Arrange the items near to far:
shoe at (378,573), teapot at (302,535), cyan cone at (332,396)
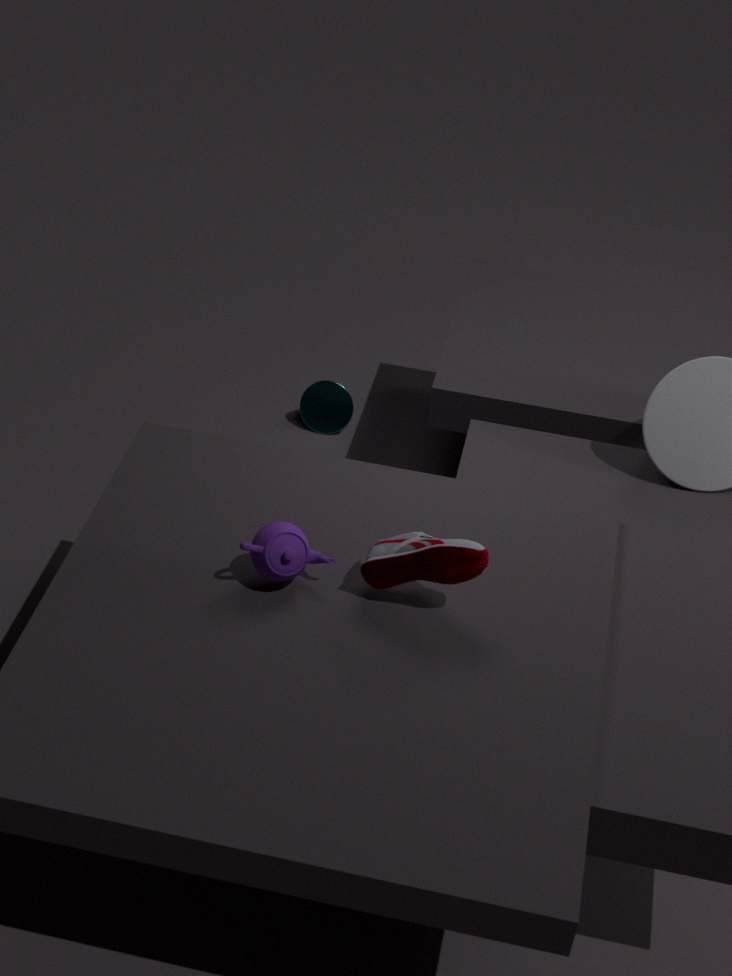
shoe at (378,573) → teapot at (302,535) → cyan cone at (332,396)
